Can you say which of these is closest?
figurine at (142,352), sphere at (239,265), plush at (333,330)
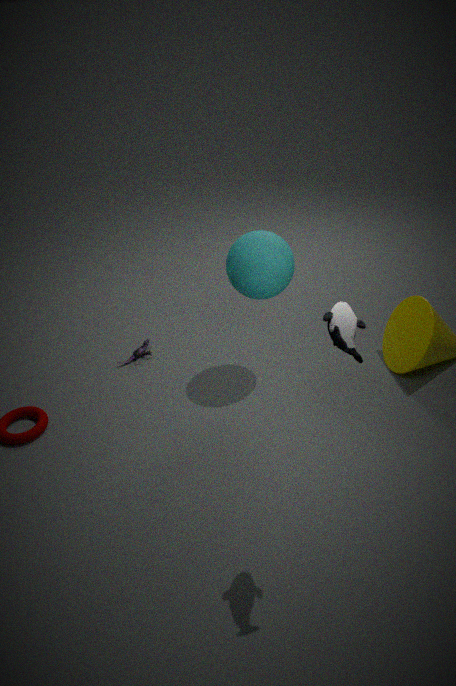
plush at (333,330)
